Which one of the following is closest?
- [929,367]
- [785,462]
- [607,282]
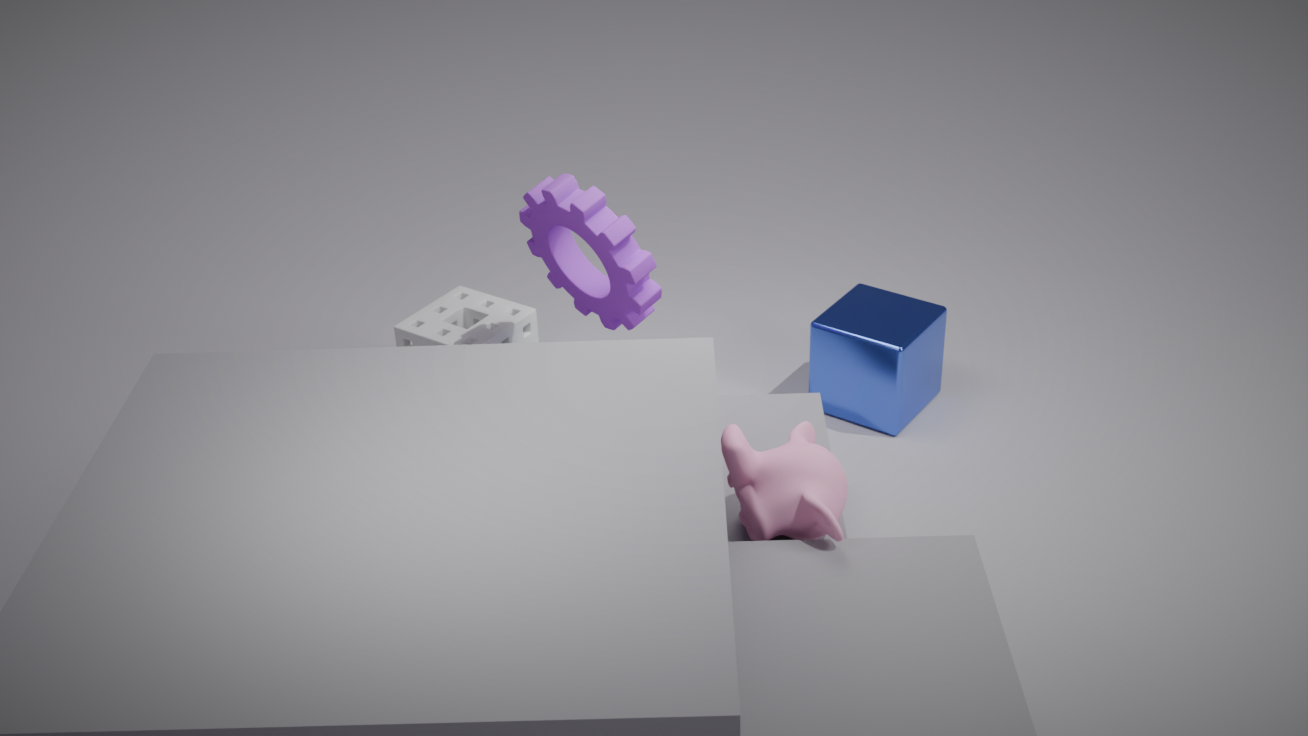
[785,462]
